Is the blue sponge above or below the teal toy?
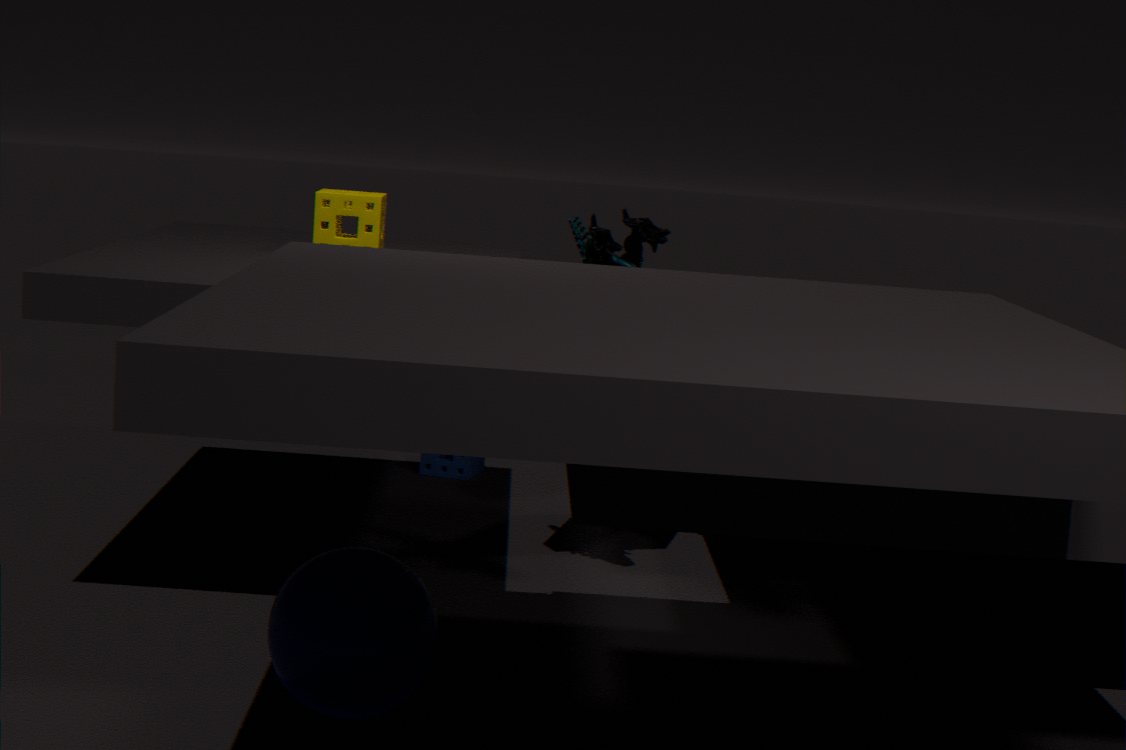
below
